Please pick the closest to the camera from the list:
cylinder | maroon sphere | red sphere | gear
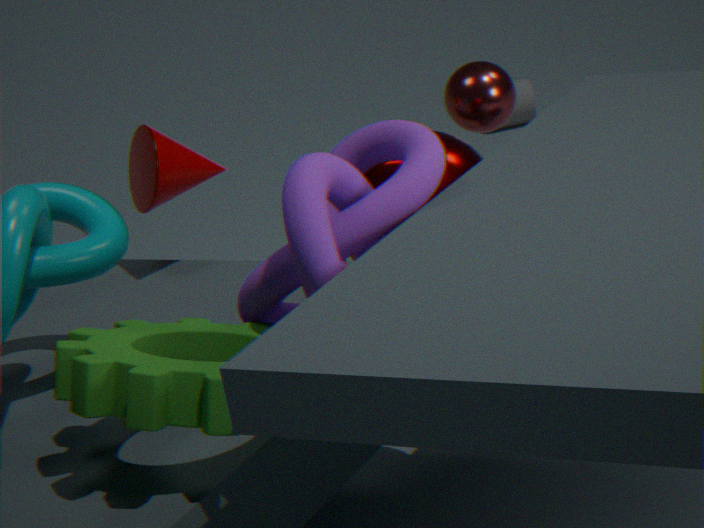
gear
